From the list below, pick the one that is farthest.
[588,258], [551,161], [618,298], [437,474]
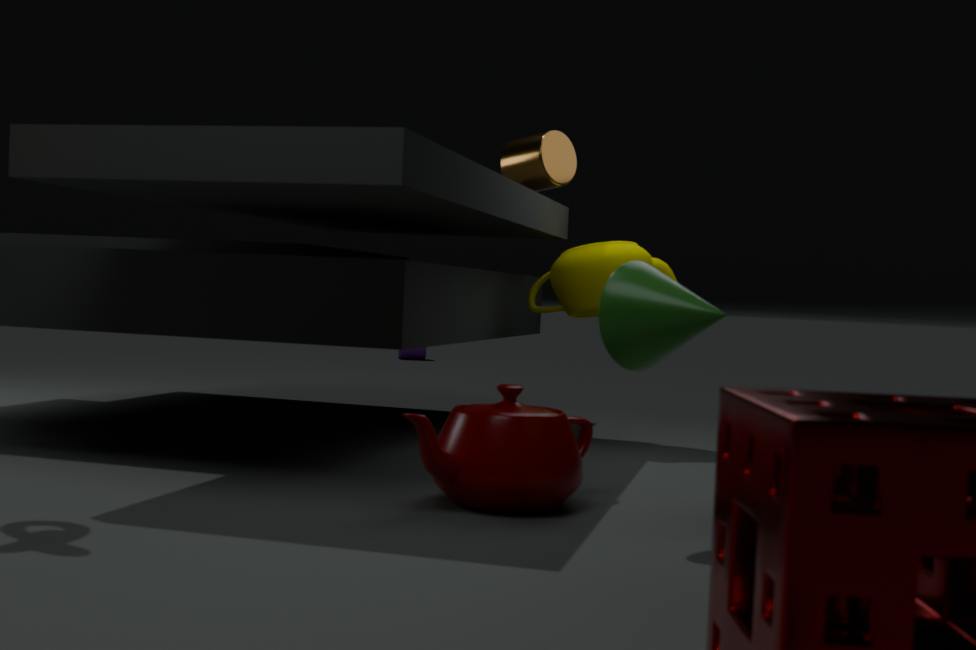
[551,161]
